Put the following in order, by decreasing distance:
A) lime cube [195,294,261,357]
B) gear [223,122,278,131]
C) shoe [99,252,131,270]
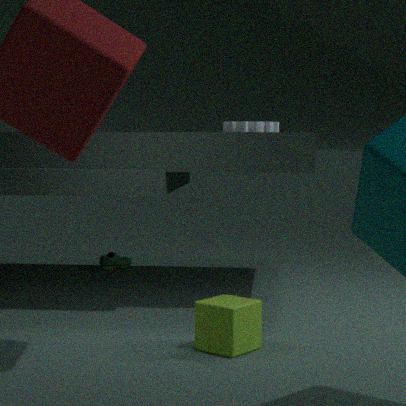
shoe [99,252,131,270] < gear [223,122,278,131] < lime cube [195,294,261,357]
